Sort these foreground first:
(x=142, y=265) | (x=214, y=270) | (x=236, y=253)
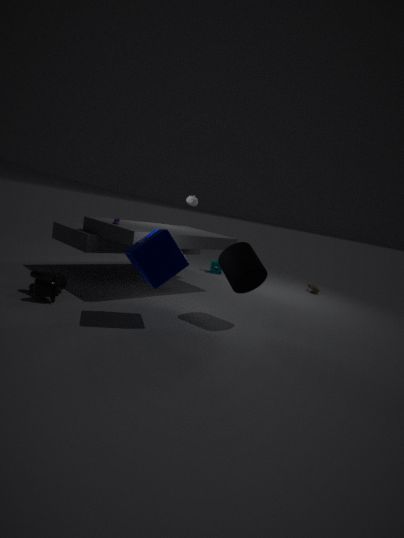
(x=142, y=265) → (x=236, y=253) → (x=214, y=270)
